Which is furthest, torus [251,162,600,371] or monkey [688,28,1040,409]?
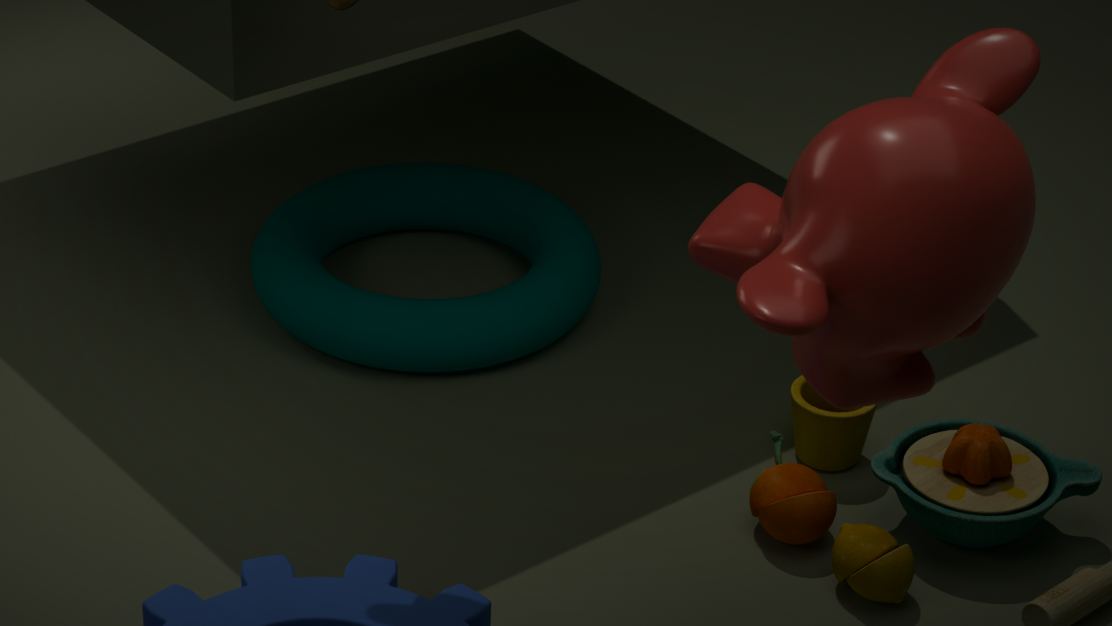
torus [251,162,600,371]
